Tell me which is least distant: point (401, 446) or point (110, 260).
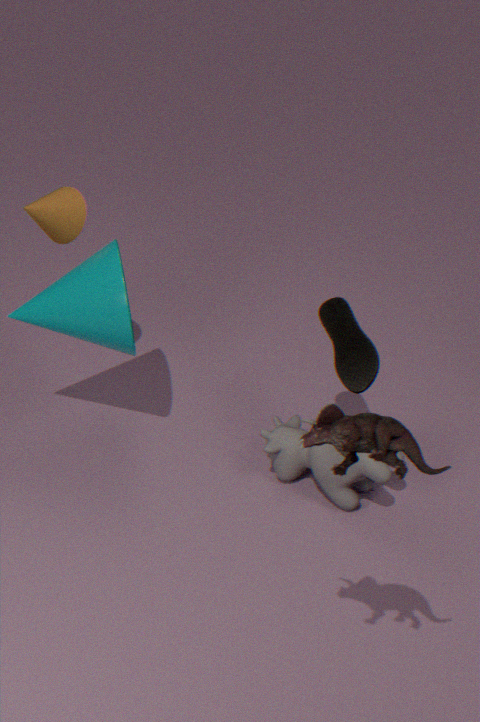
point (401, 446)
